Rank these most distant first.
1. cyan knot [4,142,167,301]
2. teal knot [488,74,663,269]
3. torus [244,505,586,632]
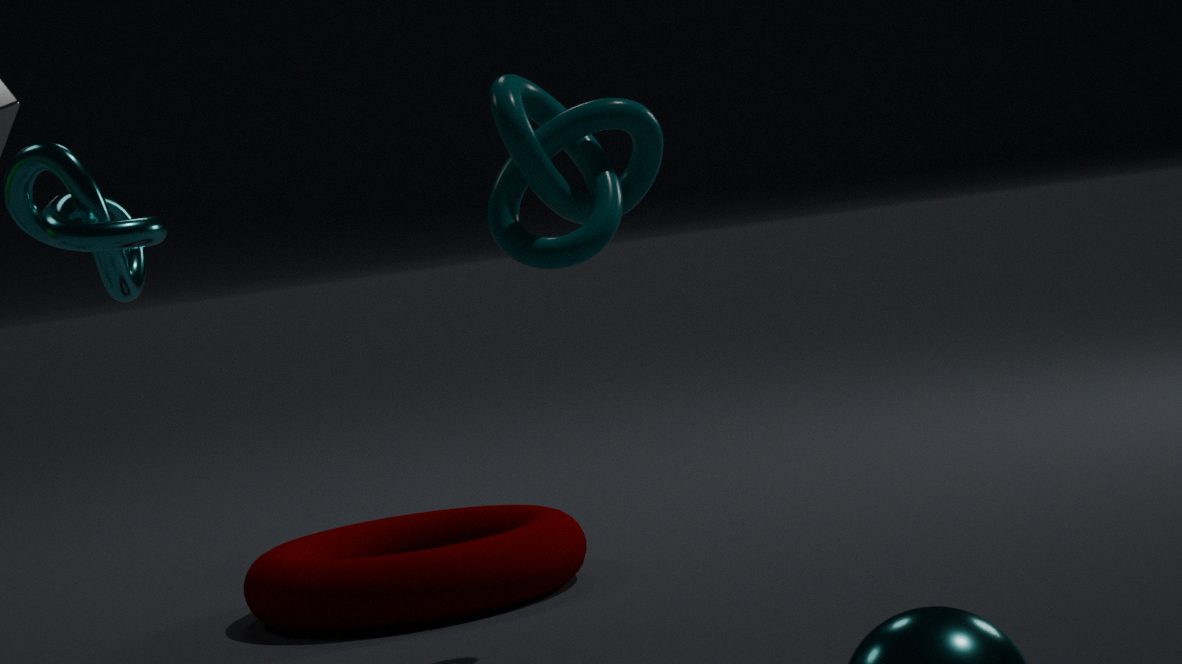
torus [244,505,586,632] < cyan knot [4,142,167,301] < teal knot [488,74,663,269]
